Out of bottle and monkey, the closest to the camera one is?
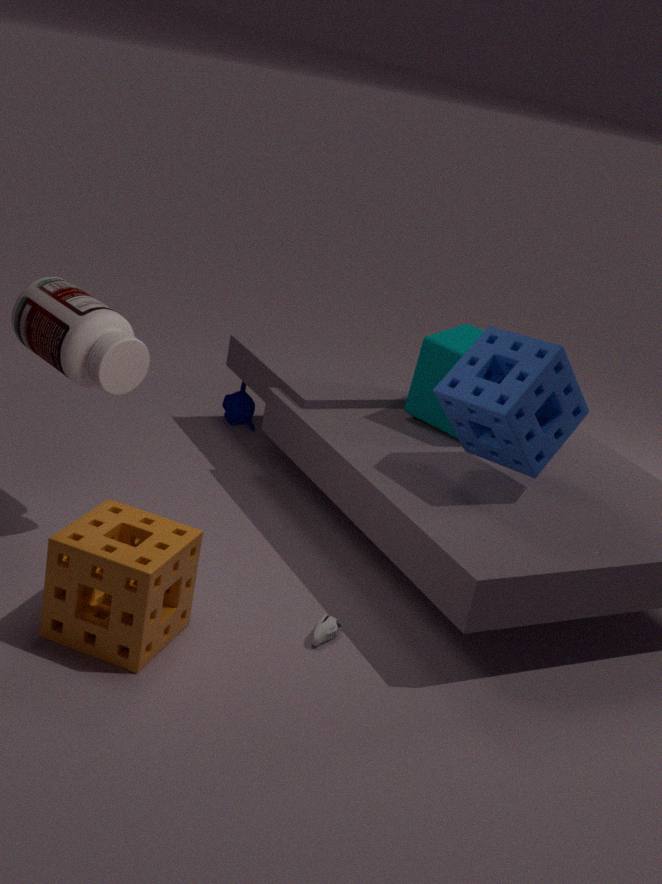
bottle
